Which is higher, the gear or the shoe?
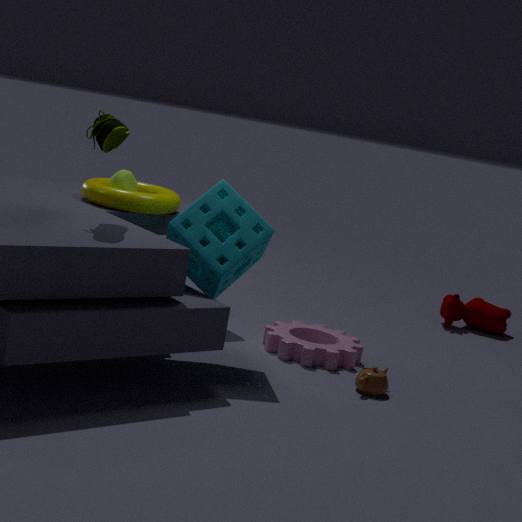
the shoe
